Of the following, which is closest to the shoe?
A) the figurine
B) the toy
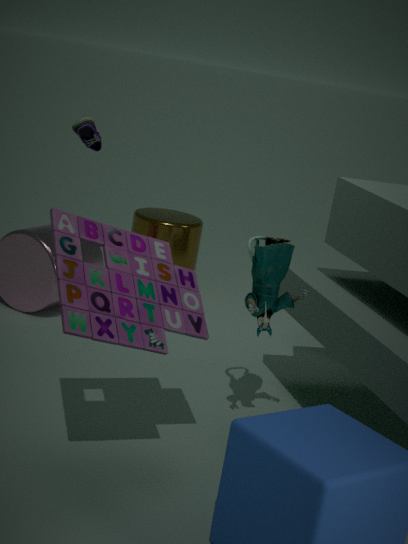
the toy
